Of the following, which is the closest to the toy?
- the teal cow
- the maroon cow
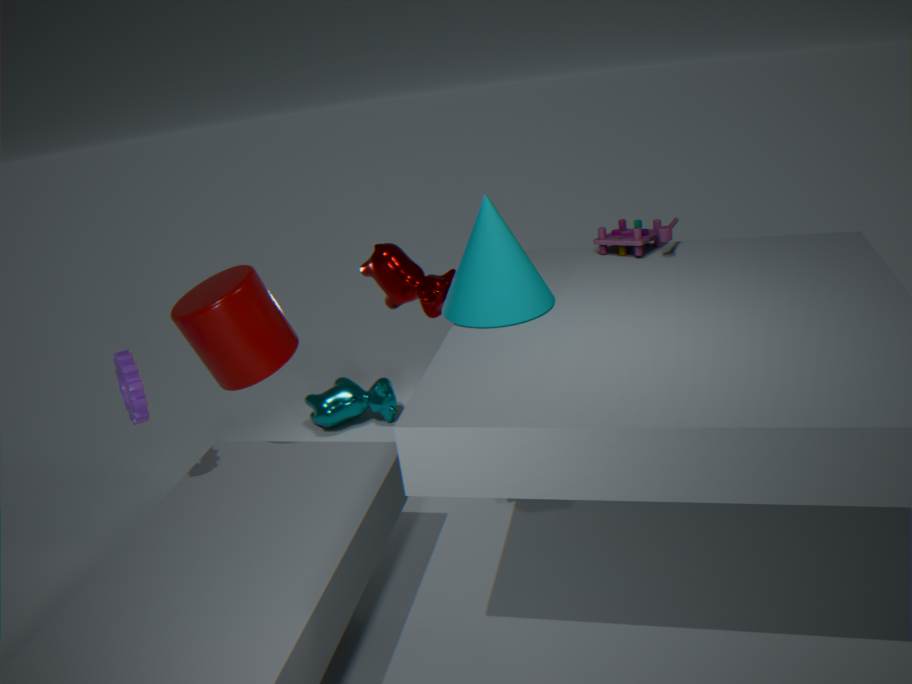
the maroon cow
